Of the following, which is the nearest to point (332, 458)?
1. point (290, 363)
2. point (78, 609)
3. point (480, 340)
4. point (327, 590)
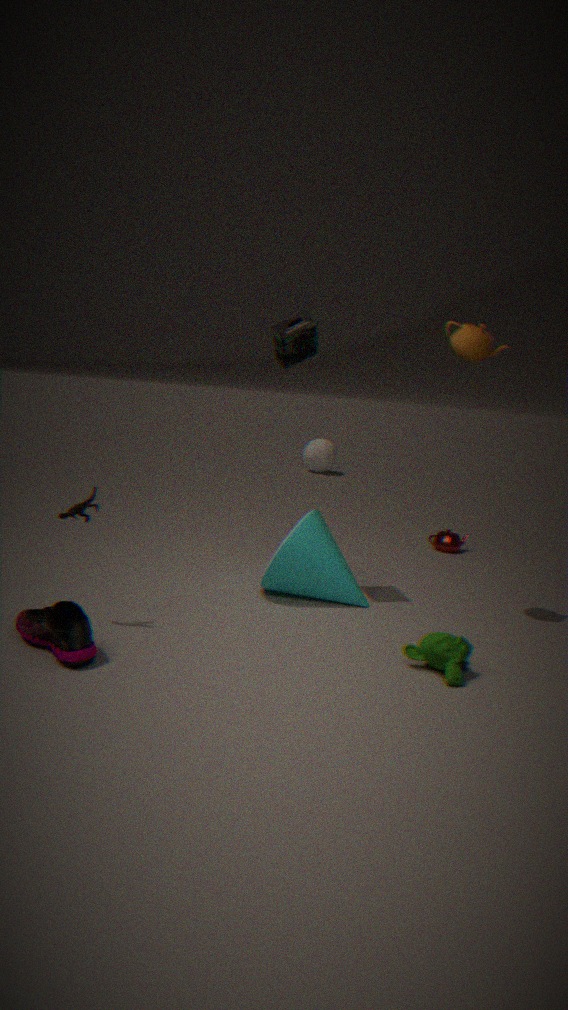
point (327, 590)
